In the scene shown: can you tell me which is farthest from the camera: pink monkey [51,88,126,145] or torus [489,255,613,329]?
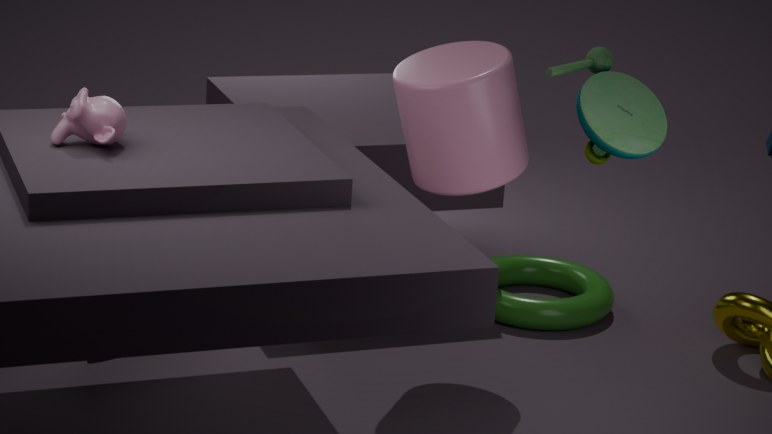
torus [489,255,613,329]
